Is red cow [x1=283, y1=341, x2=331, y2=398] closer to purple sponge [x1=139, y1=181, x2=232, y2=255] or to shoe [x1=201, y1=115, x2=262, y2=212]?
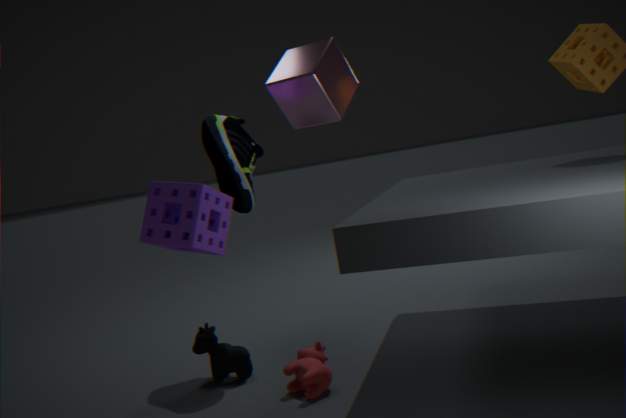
purple sponge [x1=139, y1=181, x2=232, y2=255]
